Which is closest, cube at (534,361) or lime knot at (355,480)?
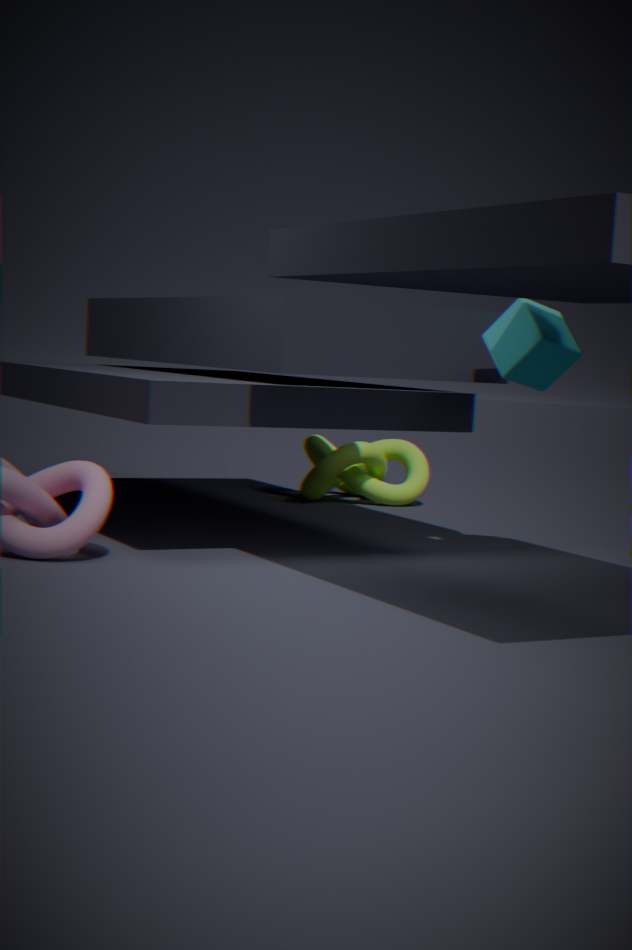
cube at (534,361)
